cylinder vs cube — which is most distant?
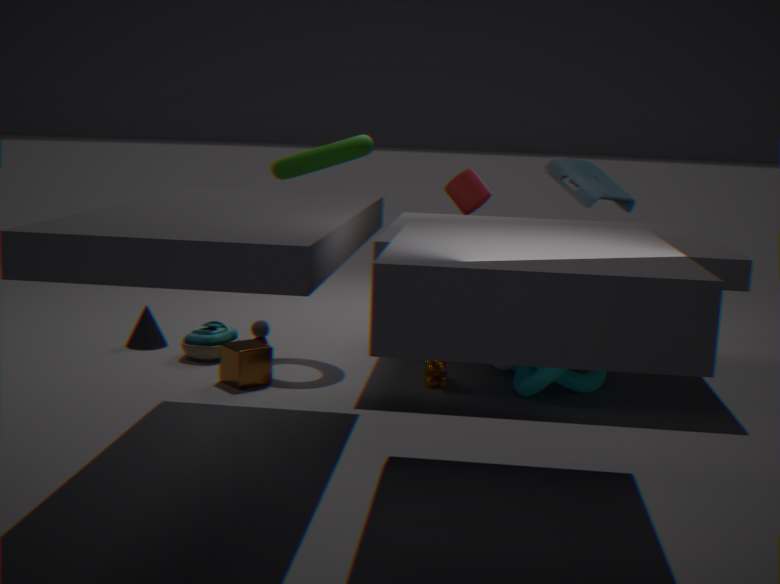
cylinder
